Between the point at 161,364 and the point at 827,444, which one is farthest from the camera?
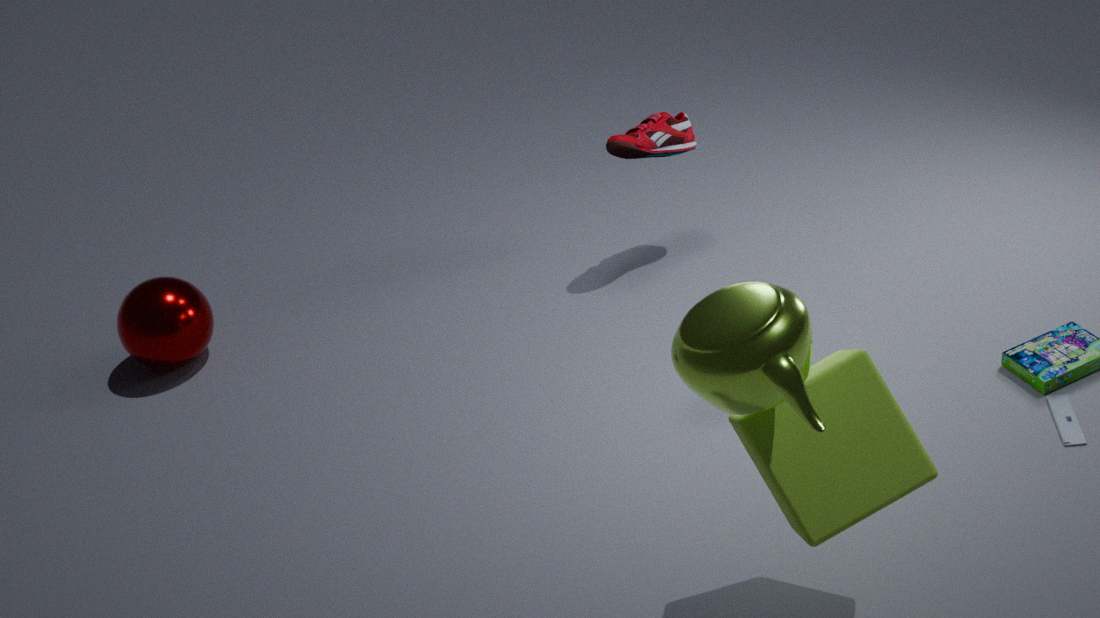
the point at 161,364
